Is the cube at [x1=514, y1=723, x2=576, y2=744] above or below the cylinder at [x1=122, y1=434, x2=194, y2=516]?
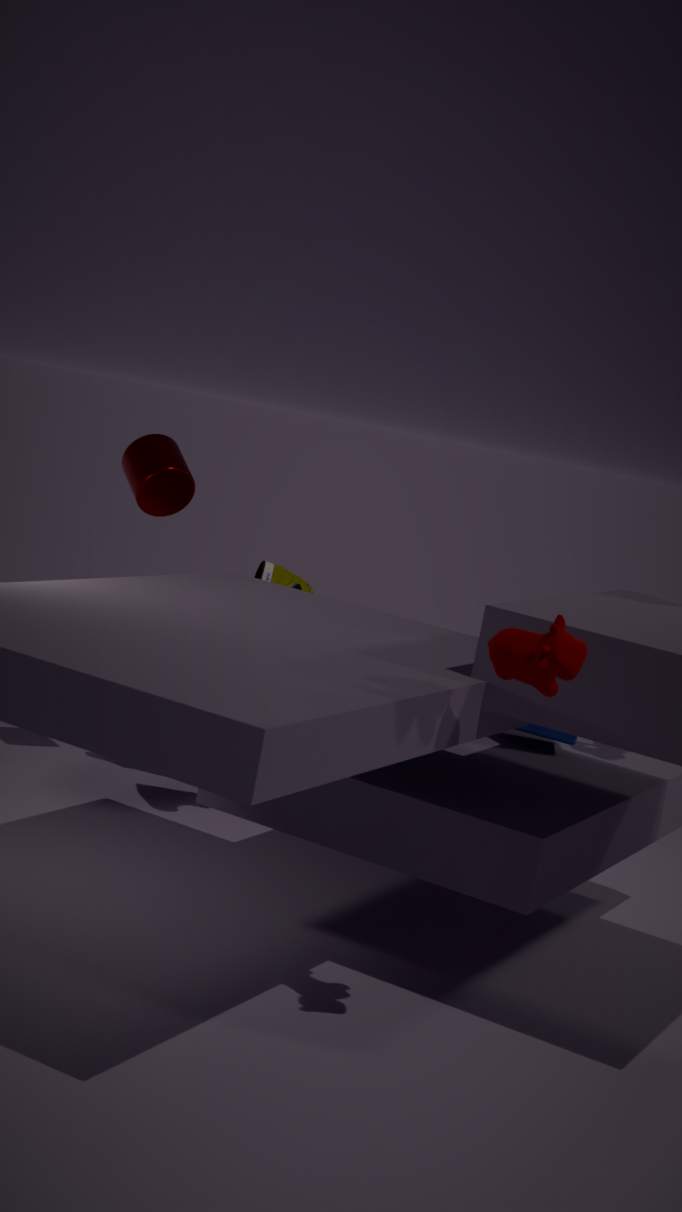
below
